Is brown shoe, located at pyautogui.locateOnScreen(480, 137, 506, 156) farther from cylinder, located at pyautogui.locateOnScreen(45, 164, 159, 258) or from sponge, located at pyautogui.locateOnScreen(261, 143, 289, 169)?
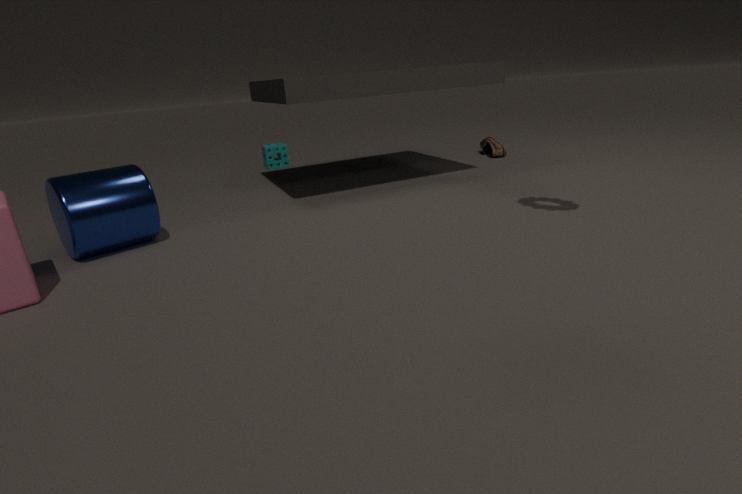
cylinder, located at pyautogui.locateOnScreen(45, 164, 159, 258)
